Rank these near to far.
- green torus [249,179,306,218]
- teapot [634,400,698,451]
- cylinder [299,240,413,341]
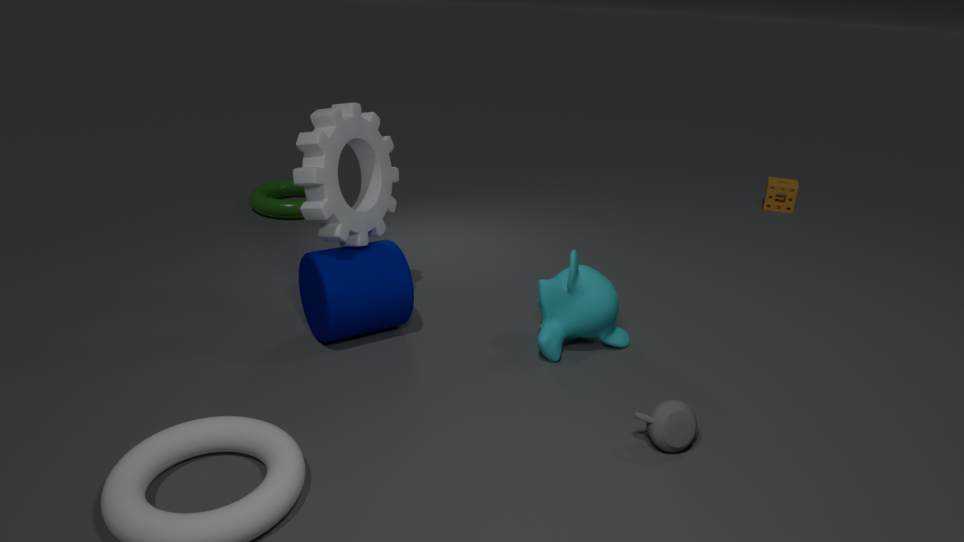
teapot [634,400,698,451] < cylinder [299,240,413,341] < green torus [249,179,306,218]
